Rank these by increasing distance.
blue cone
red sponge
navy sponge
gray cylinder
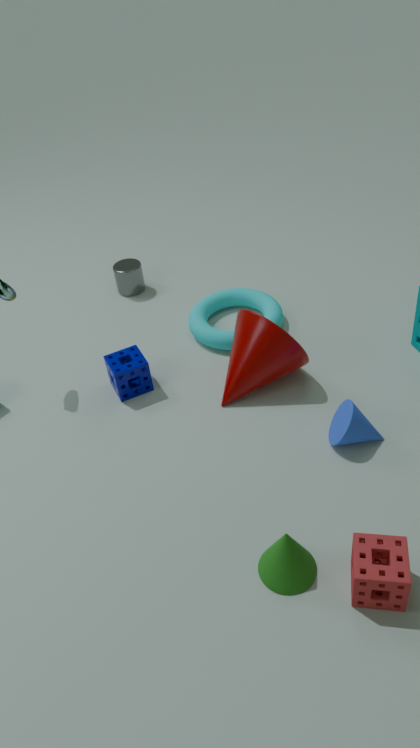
1. red sponge
2. blue cone
3. navy sponge
4. gray cylinder
